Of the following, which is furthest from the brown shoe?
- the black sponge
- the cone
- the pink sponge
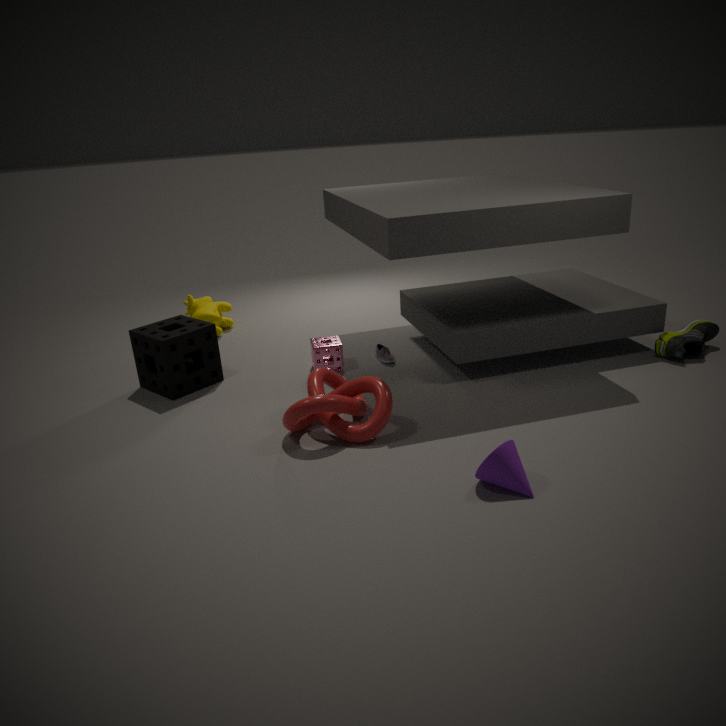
the black sponge
